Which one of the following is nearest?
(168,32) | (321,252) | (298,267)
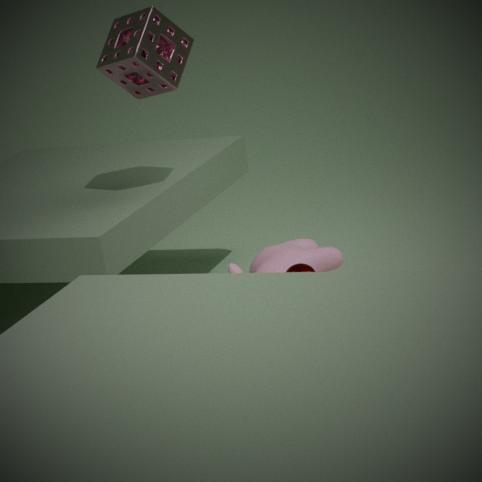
(298,267)
